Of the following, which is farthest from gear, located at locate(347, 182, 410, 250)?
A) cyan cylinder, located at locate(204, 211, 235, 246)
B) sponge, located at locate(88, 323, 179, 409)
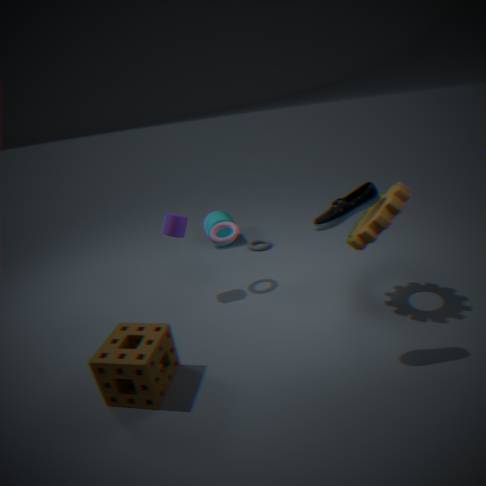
cyan cylinder, located at locate(204, 211, 235, 246)
